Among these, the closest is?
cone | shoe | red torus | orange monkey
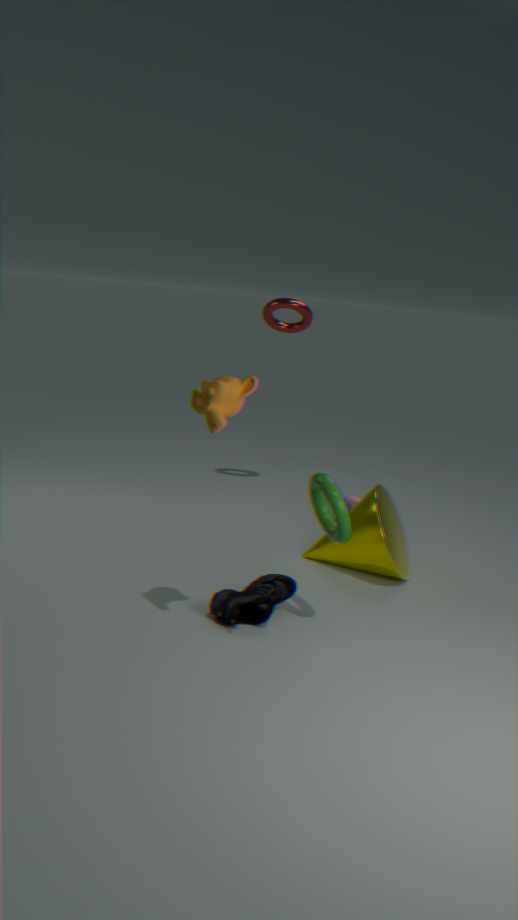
orange monkey
